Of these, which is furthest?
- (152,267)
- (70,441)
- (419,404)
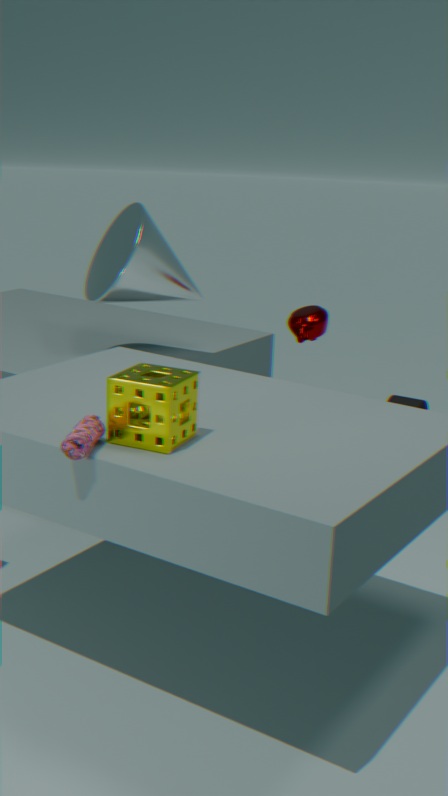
(419,404)
